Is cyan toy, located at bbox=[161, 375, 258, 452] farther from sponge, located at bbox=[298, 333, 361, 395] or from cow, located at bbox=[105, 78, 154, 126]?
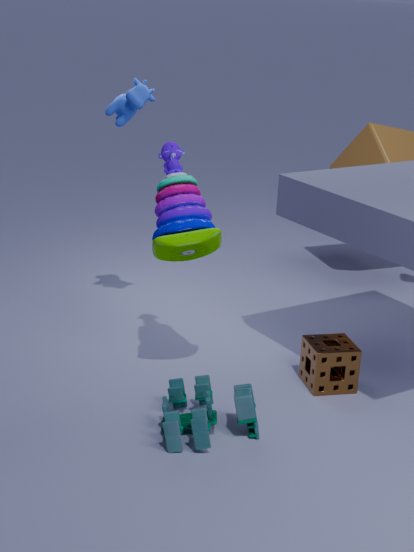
cow, located at bbox=[105, 78, 154, 126]
